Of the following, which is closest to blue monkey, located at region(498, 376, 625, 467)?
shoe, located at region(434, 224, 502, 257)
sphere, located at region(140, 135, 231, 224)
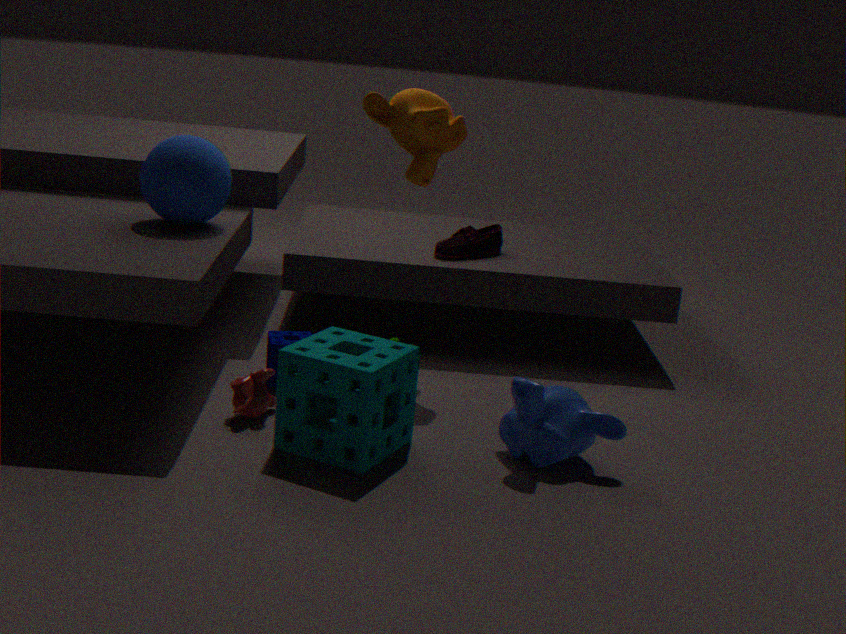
shoe, located at region(434, 224, 502, 257)
